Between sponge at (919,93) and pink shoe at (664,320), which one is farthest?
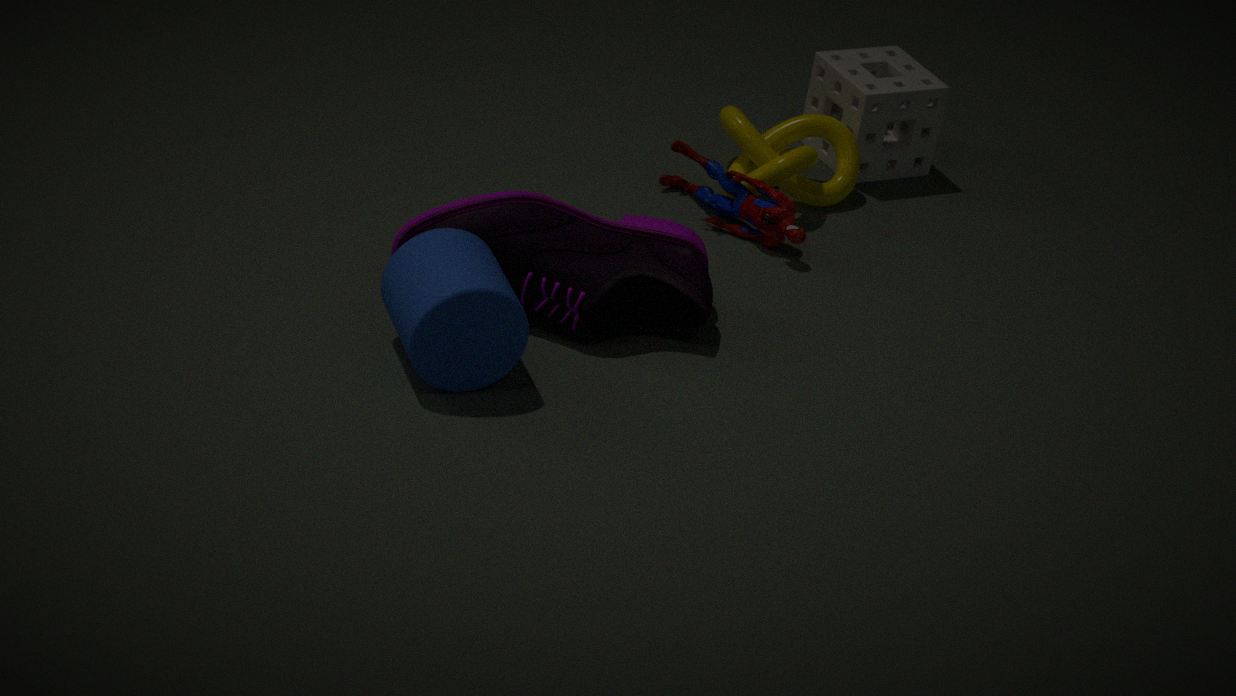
sponge at (919,93)
